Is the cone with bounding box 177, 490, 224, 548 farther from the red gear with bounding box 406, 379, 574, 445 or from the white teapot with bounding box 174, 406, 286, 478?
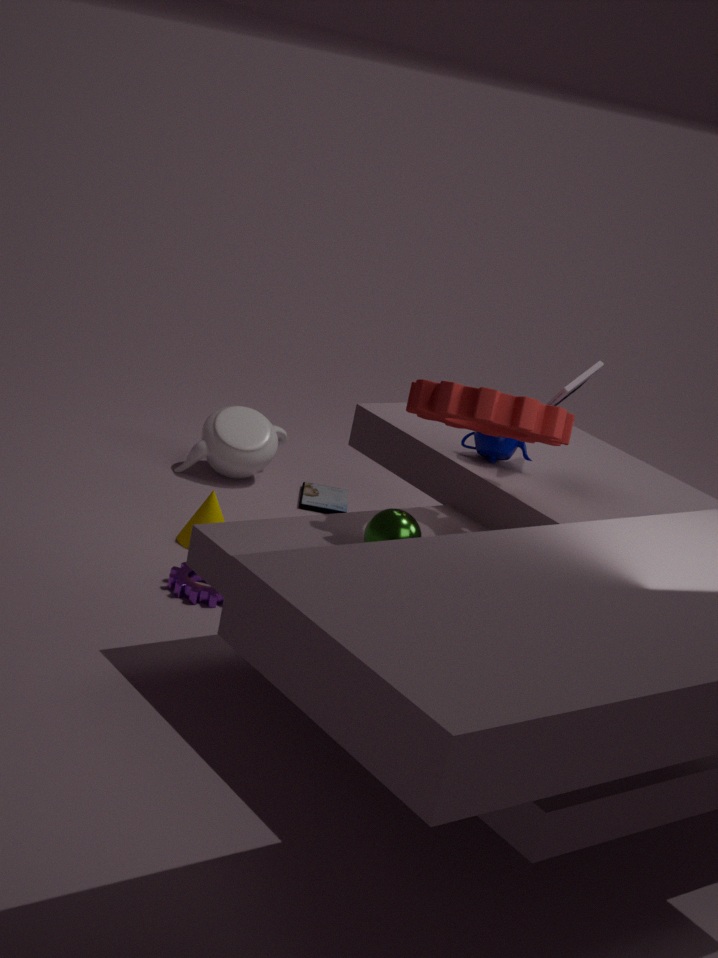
the red gear with bounding box 406, 379, 574, 445
